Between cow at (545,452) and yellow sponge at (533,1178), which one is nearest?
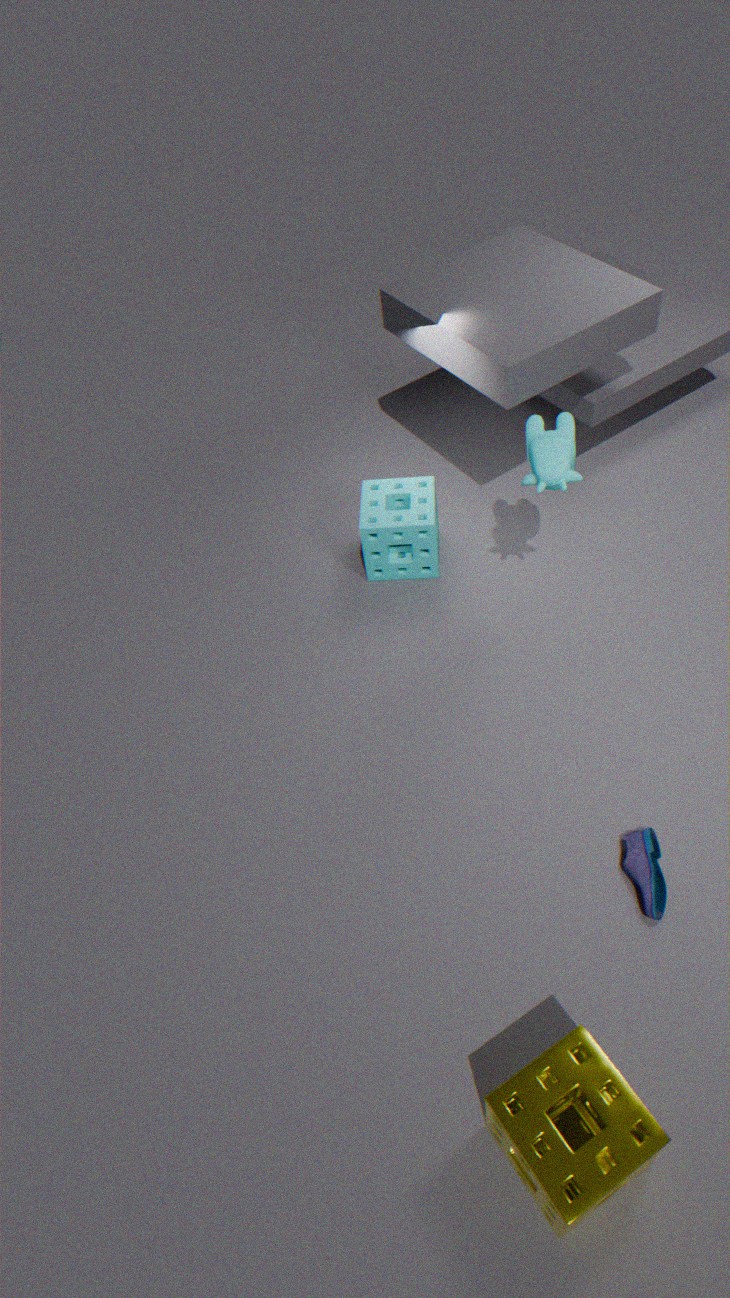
yellow sponge at (533,1178)
